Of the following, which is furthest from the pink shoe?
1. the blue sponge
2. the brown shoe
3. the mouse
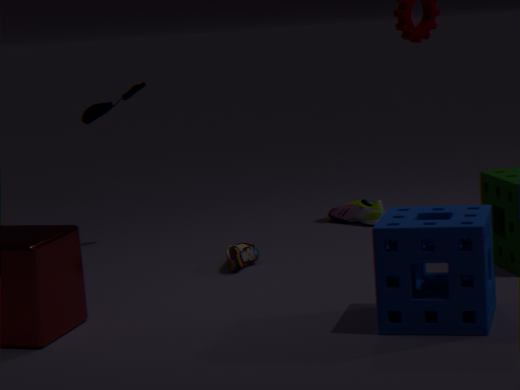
the blue sponge
